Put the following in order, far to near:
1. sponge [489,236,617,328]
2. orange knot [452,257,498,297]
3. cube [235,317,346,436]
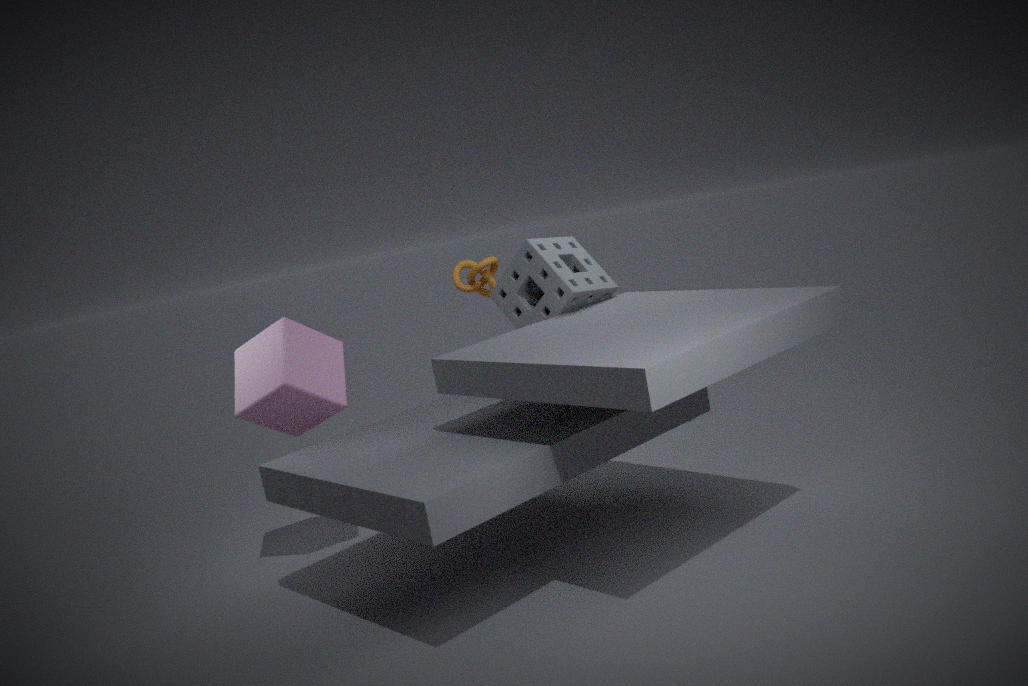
1. orange knot [452,257,498,297]
2. sponge [489,236,617,328]
3. cube [235,317,346,436]
